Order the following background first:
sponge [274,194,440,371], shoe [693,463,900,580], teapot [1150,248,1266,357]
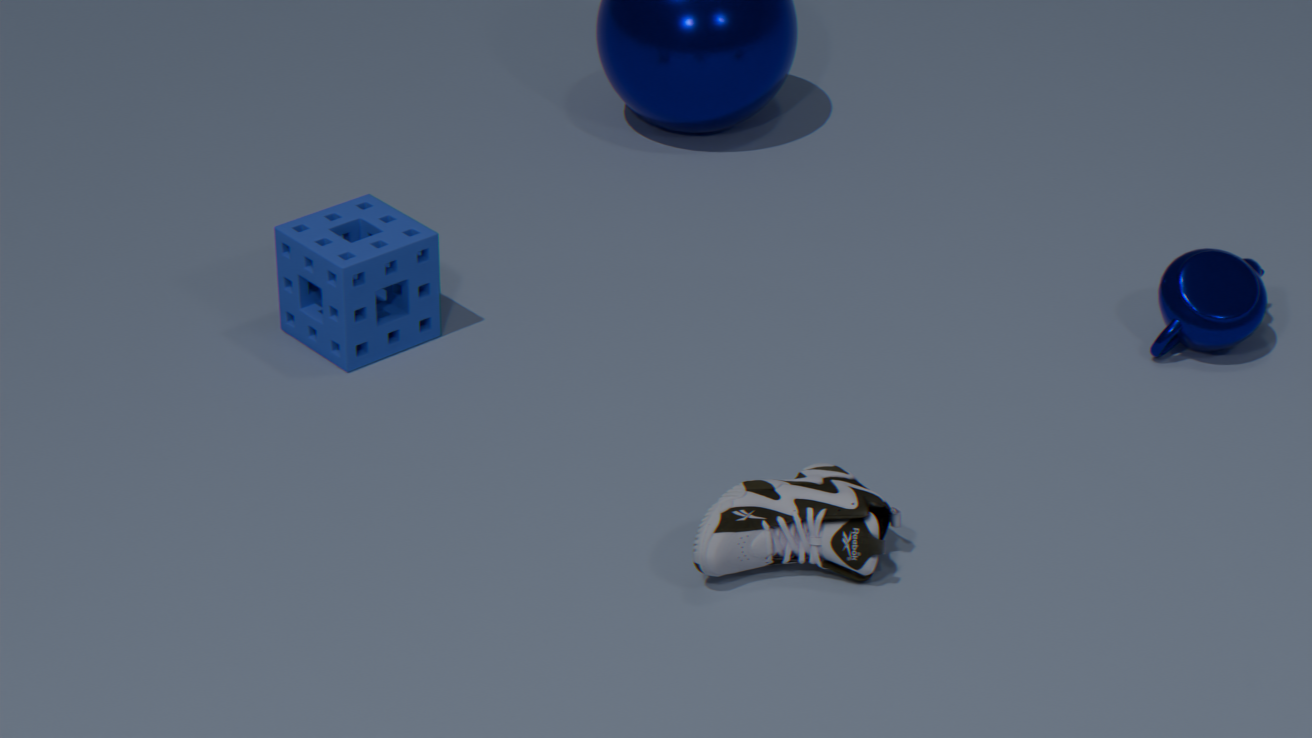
teapot [1150,248,1266,357]
sponge [274,194,440,371]
shoe [693,463,900,580]
